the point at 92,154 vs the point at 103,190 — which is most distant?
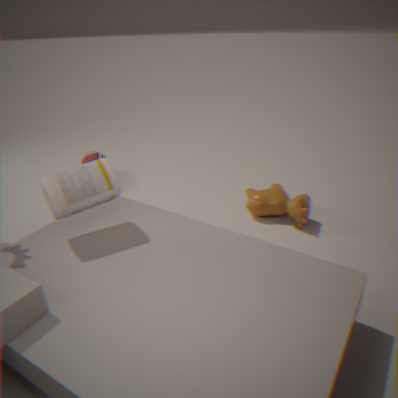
the point at 92,154
